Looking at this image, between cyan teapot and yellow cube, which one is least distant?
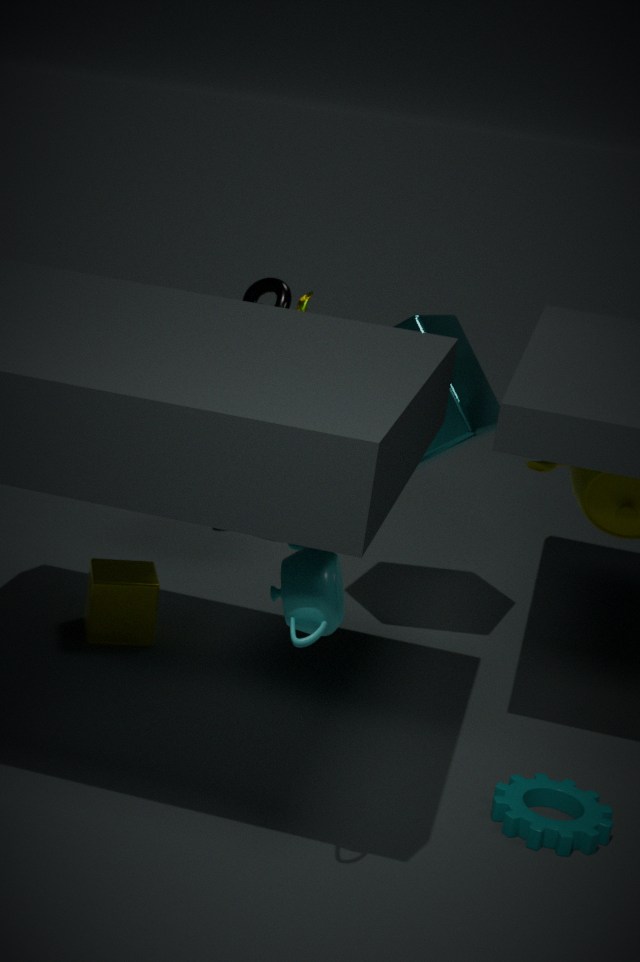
cyan teapot
